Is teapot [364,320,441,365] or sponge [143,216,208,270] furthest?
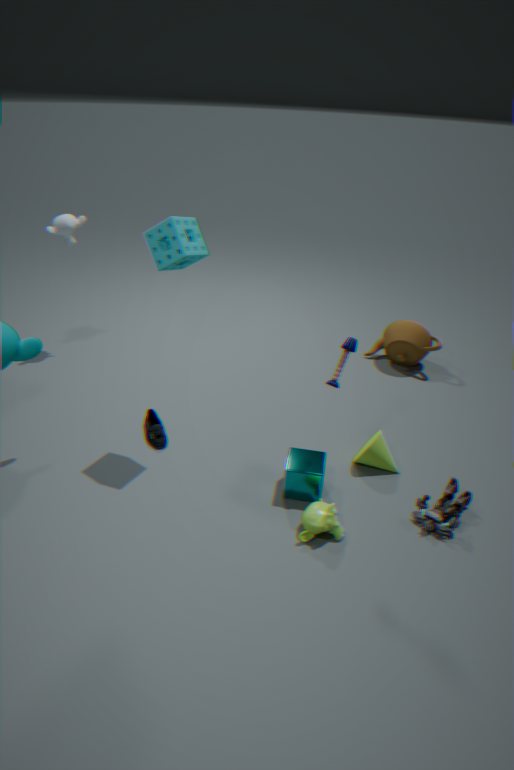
teapot [364,320,441,365]
